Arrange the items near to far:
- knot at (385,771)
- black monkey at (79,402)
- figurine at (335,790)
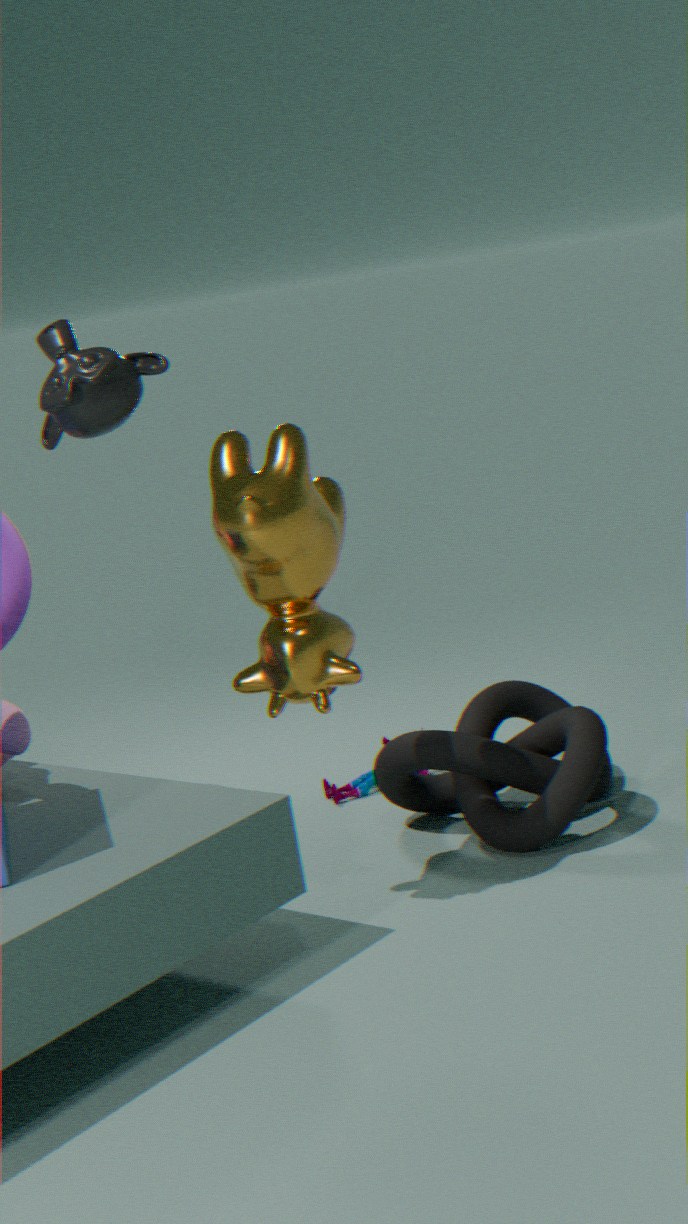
black monkey at (79,402), knot at (385,771), figurine at (335,790)
